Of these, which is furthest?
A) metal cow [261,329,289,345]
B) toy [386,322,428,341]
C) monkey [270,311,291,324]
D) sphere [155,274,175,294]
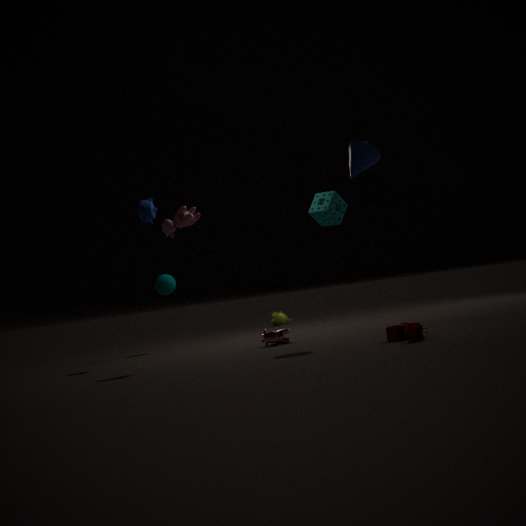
monkey [270,311,291,324]
